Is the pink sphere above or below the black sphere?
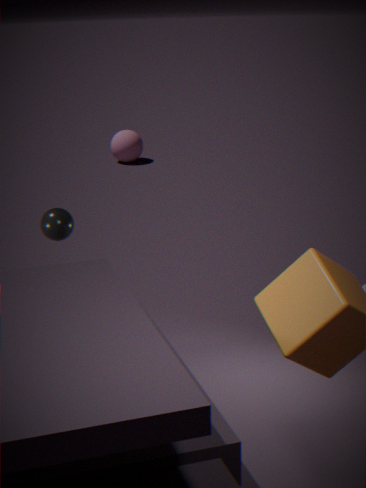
below
